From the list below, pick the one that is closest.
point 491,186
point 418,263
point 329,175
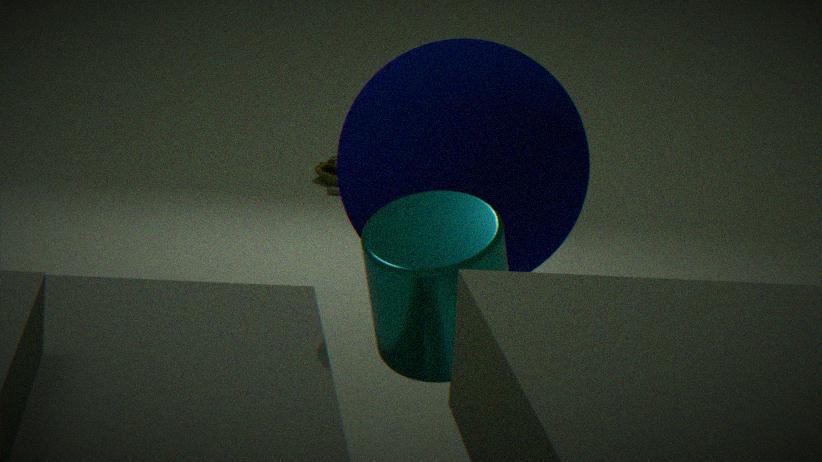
point 418,263
